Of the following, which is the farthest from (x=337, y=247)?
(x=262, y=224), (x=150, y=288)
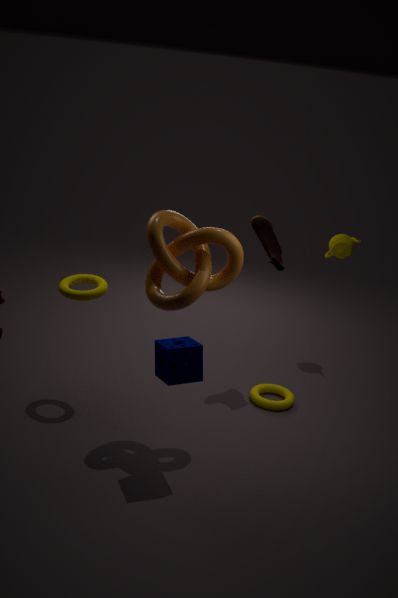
(x=150, y=288)
